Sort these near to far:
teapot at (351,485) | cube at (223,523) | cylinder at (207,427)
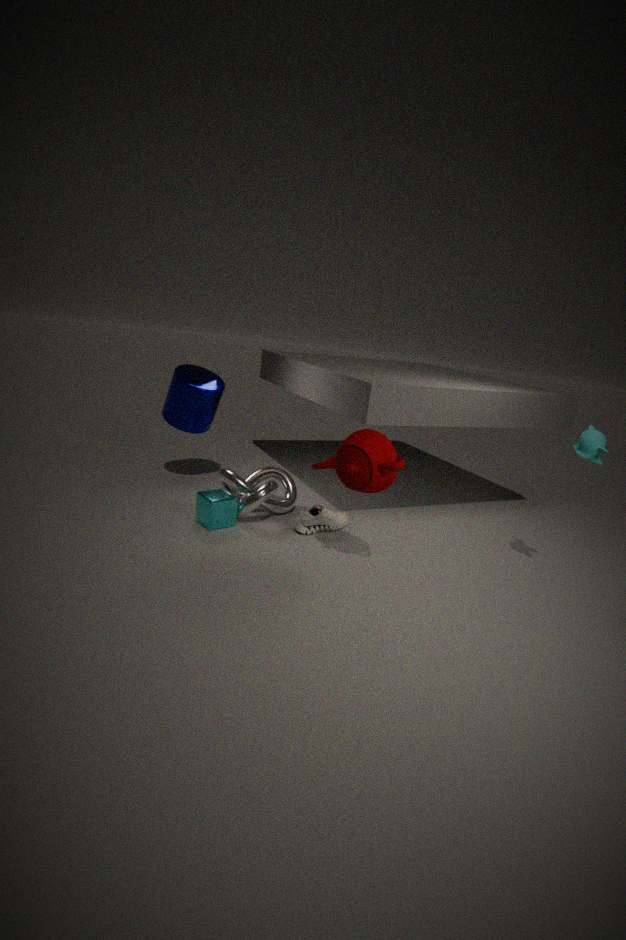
1. teapot at (351,485)
2. cube at (223,523)
3. cylinder at (207,427)
